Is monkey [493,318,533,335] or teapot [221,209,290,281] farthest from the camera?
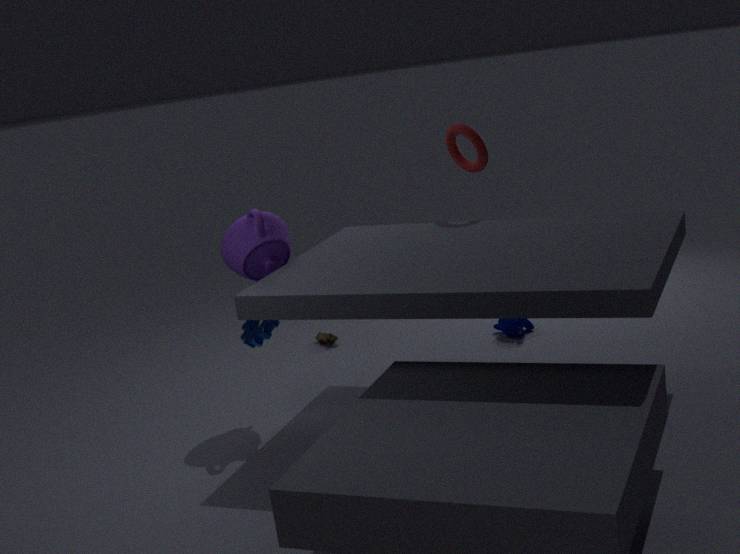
monkey [493,318,533,335]
